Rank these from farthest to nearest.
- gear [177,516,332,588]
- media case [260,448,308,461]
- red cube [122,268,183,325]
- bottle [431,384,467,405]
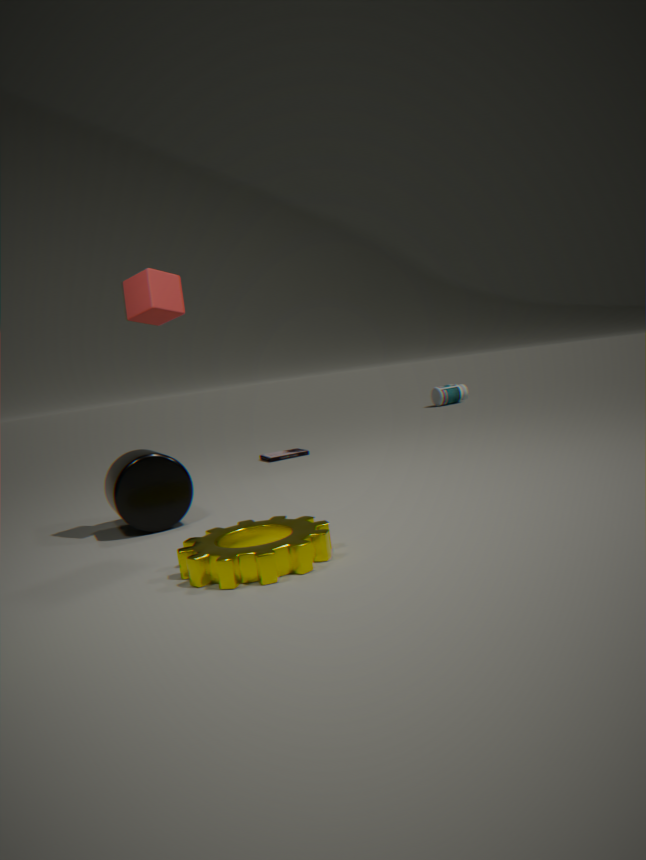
bottle [431,384,467,405] → media case [260,448,308,461] → red cube [122,268,183,325] → gear [177,516,332,588]
